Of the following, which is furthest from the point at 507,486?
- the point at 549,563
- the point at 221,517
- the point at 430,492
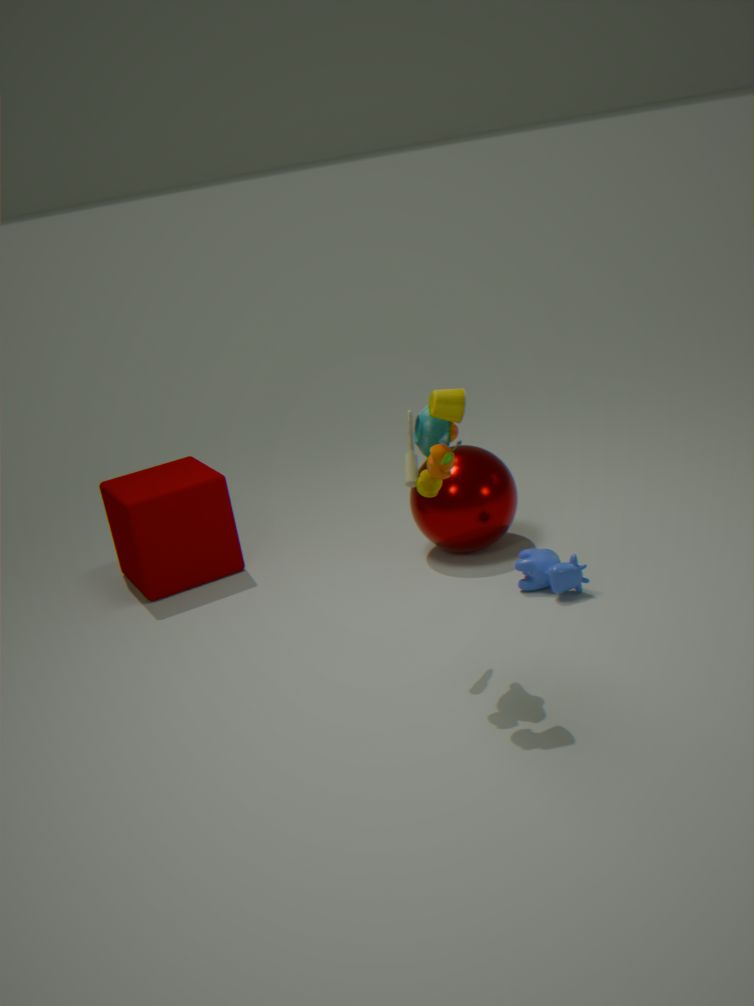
the point at 221,517
